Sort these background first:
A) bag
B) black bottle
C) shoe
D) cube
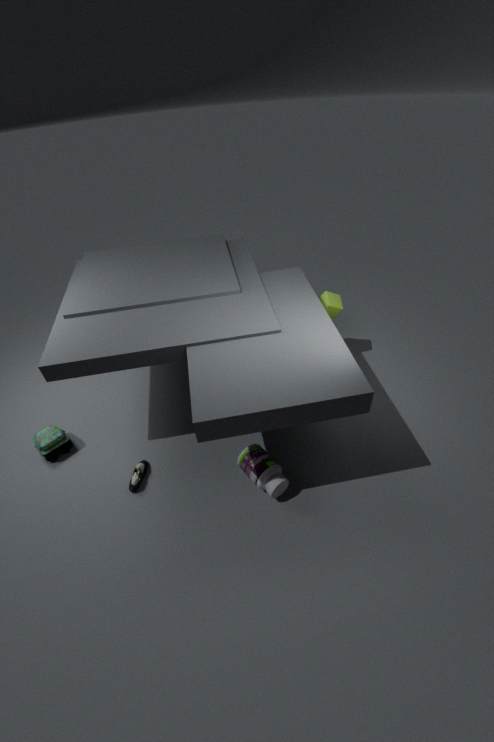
cube < bag < shoe < black bottle
